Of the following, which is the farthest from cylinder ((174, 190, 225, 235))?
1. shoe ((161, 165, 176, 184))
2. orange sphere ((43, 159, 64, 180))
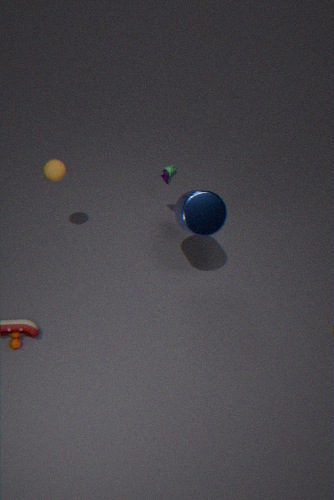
orange sphere ((43, 159, 64, 180))
